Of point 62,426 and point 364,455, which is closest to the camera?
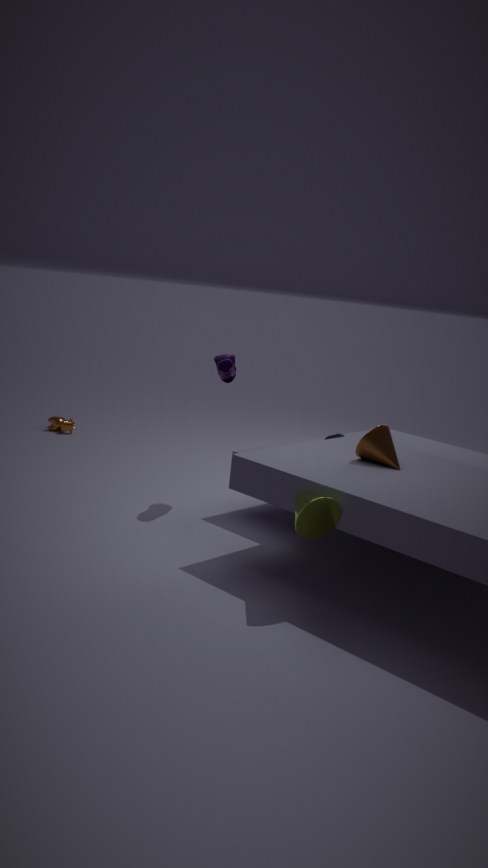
point 364,455
